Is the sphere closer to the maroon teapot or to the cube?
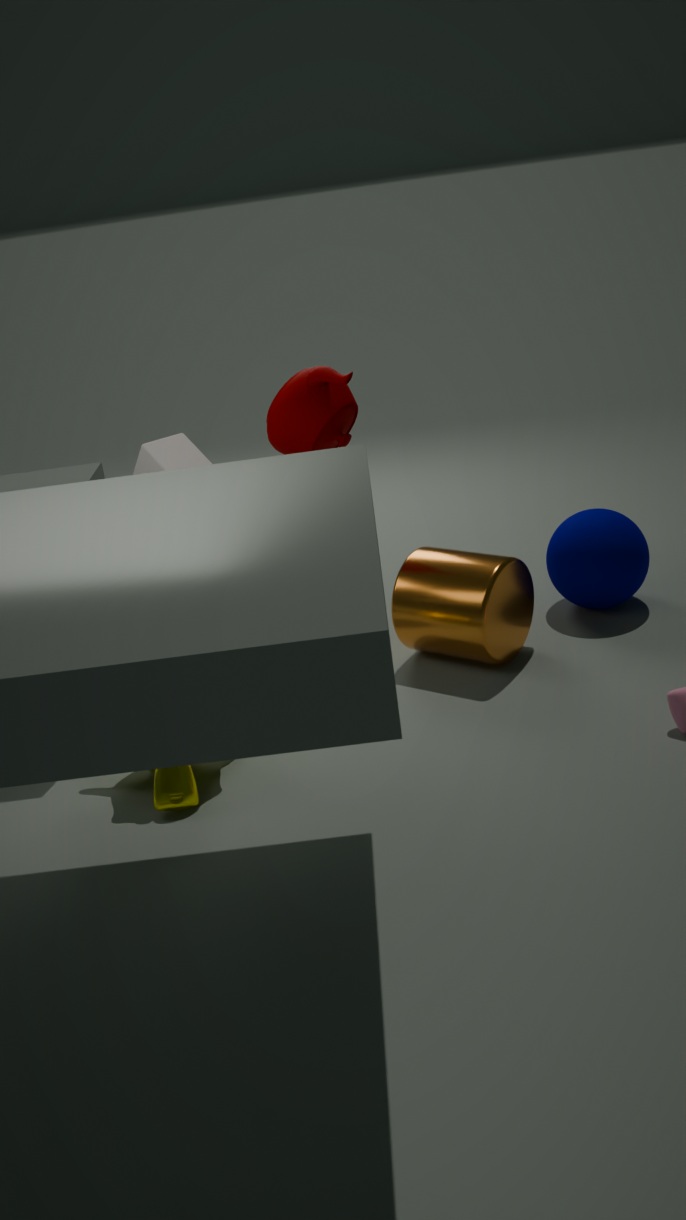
the maroon teapot
